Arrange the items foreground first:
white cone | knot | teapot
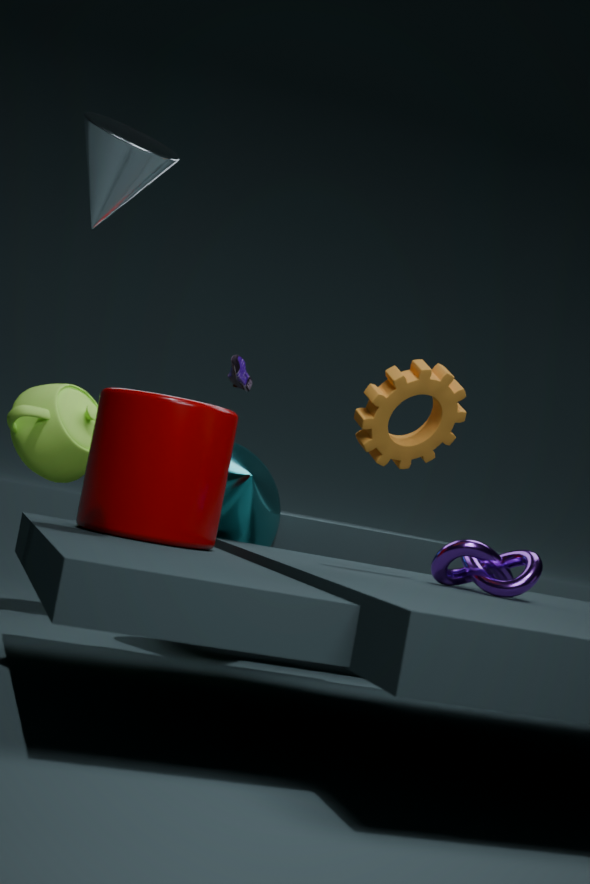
white cone
knot
teapot
